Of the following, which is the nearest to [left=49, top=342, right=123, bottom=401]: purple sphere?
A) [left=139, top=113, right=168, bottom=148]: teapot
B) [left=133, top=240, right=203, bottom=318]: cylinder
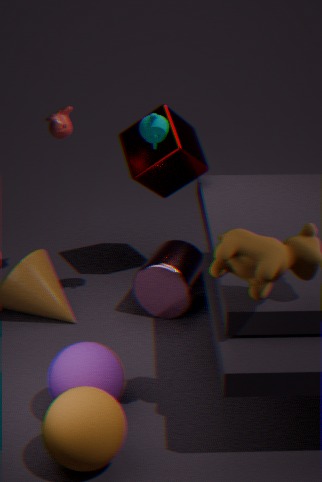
[left=133, top=240, right=203, bottom=318]: cylinder
